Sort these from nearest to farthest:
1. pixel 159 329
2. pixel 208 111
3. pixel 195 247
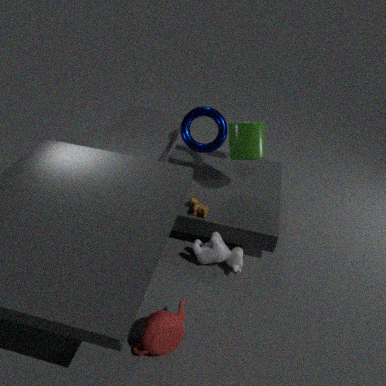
pixel 159 329
pixel 195 247
pixel 208 111
